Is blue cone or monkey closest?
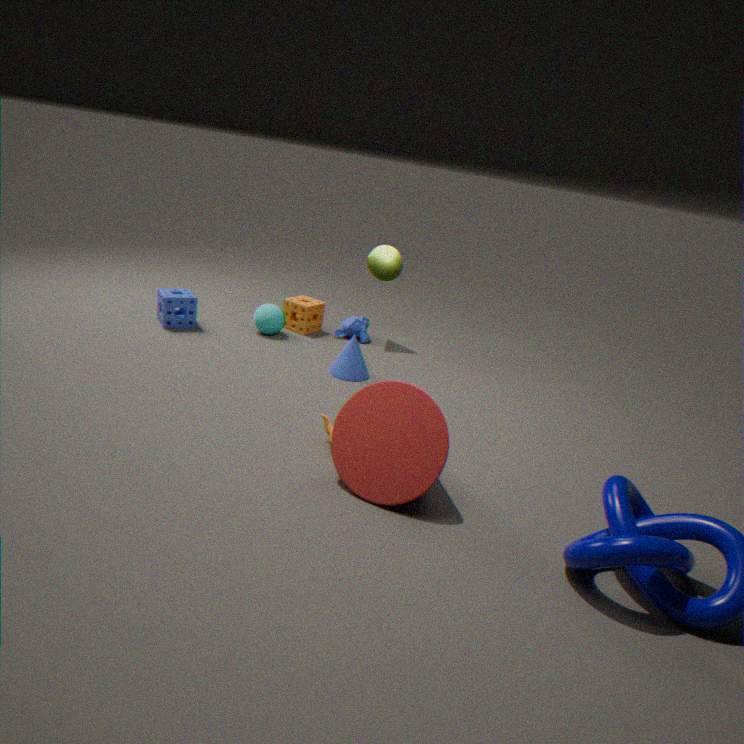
blue cone
